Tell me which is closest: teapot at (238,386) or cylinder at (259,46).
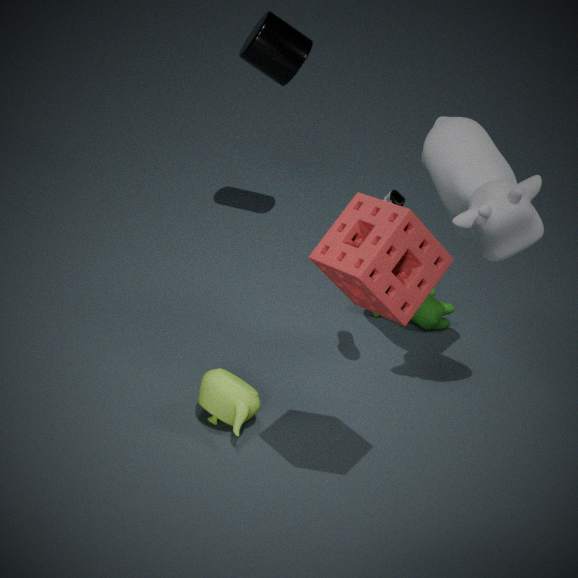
teapot at (238,386)
